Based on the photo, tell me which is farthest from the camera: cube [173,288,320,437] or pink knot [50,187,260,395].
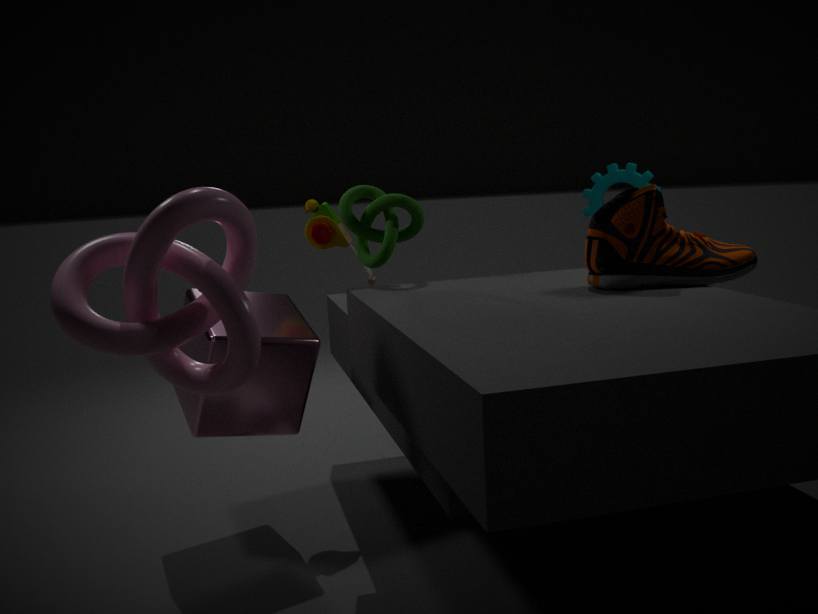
cube [173,288,320,437]
